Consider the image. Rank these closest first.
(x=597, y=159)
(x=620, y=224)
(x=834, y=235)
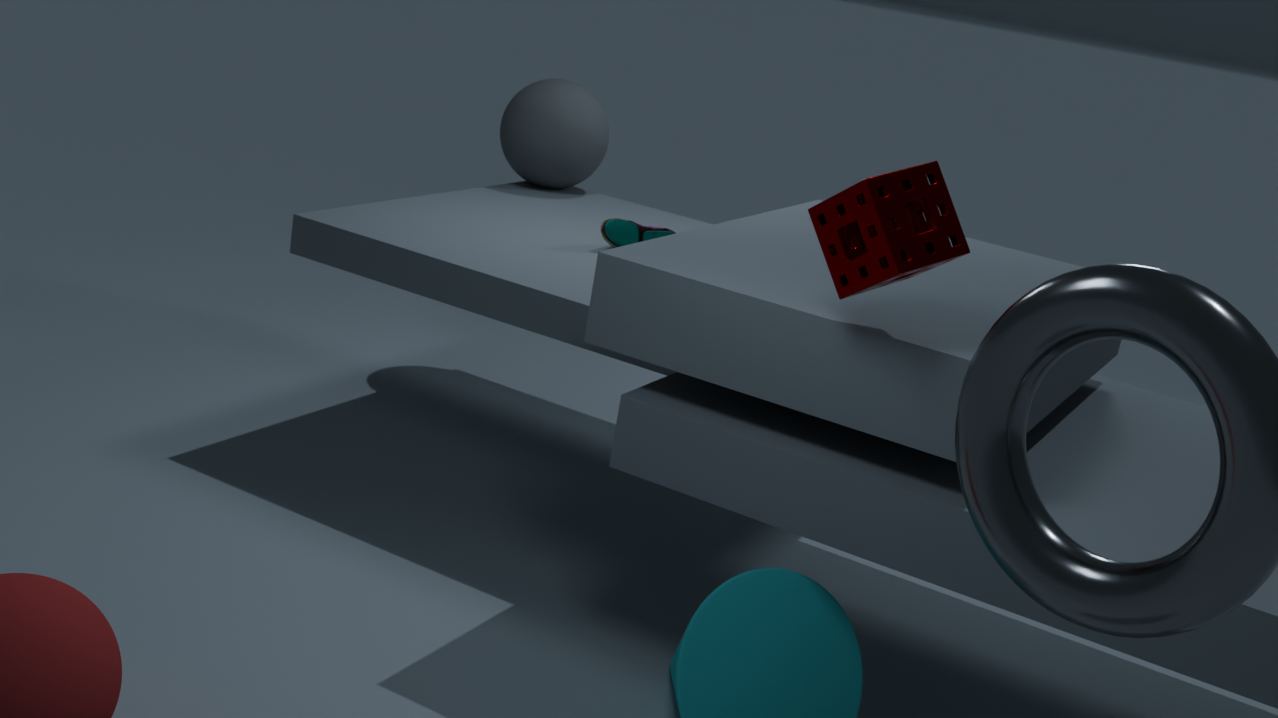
(x=834, y=235) → (x=620, y=224) → (x=597, y=159)
